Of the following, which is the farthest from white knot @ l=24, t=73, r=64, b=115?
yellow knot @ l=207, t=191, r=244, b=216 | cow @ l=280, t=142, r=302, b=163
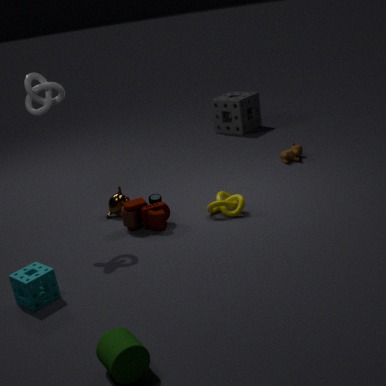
cow @ l=280, t=142, r=302, b=163
